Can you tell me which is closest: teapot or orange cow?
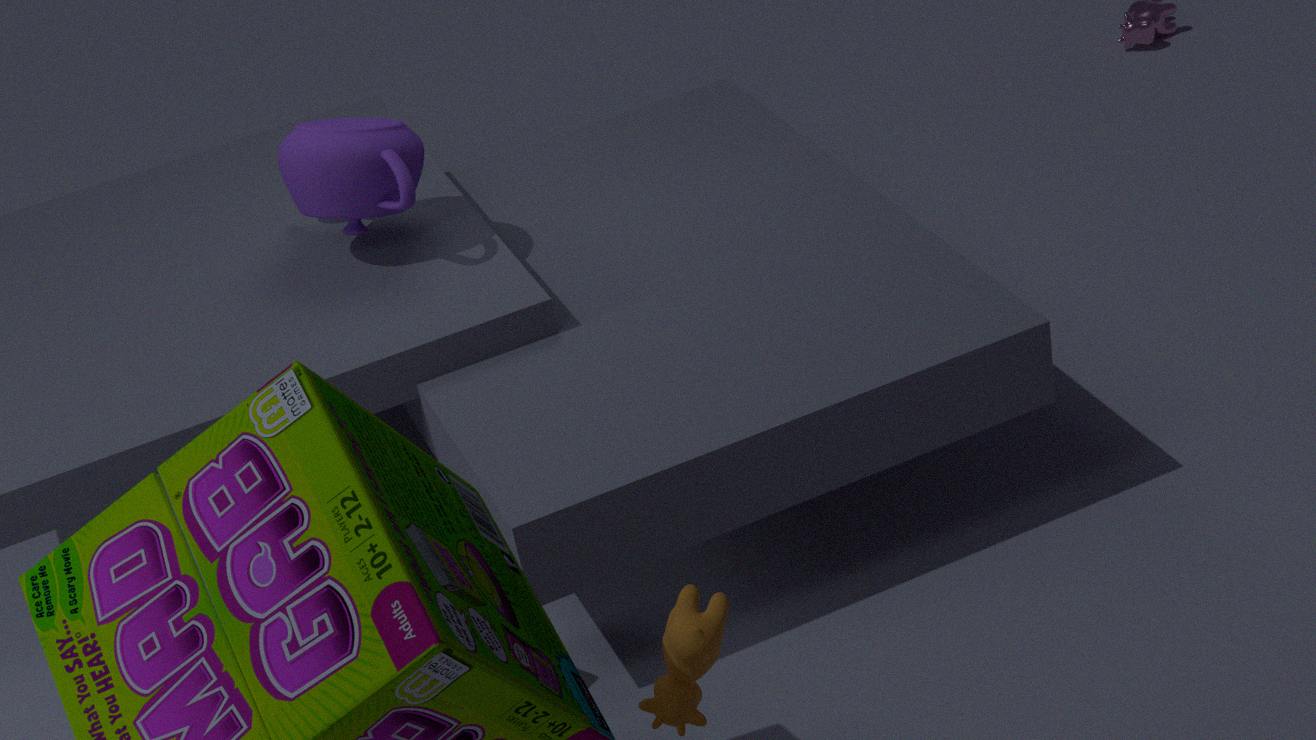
orange cow
